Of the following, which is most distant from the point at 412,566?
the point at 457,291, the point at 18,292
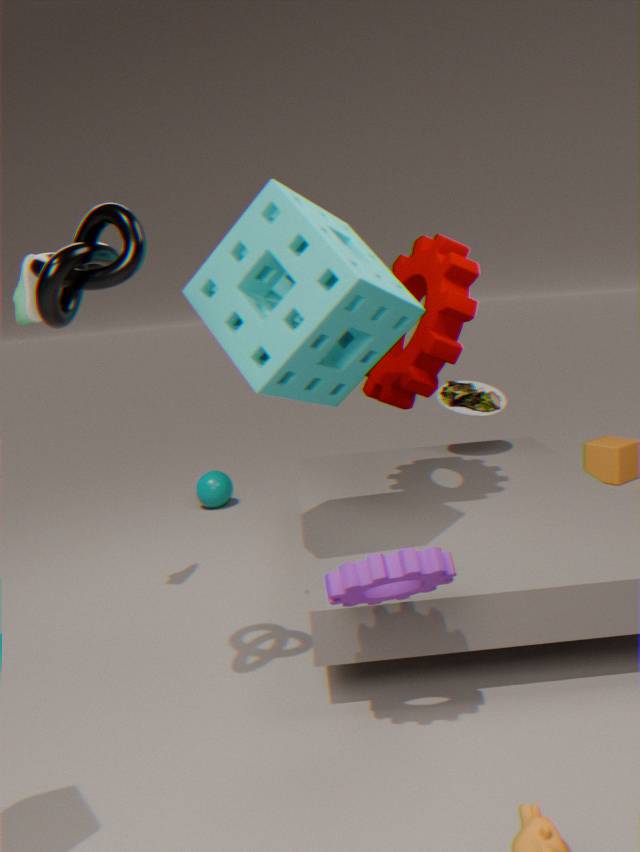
the point at 18,292
